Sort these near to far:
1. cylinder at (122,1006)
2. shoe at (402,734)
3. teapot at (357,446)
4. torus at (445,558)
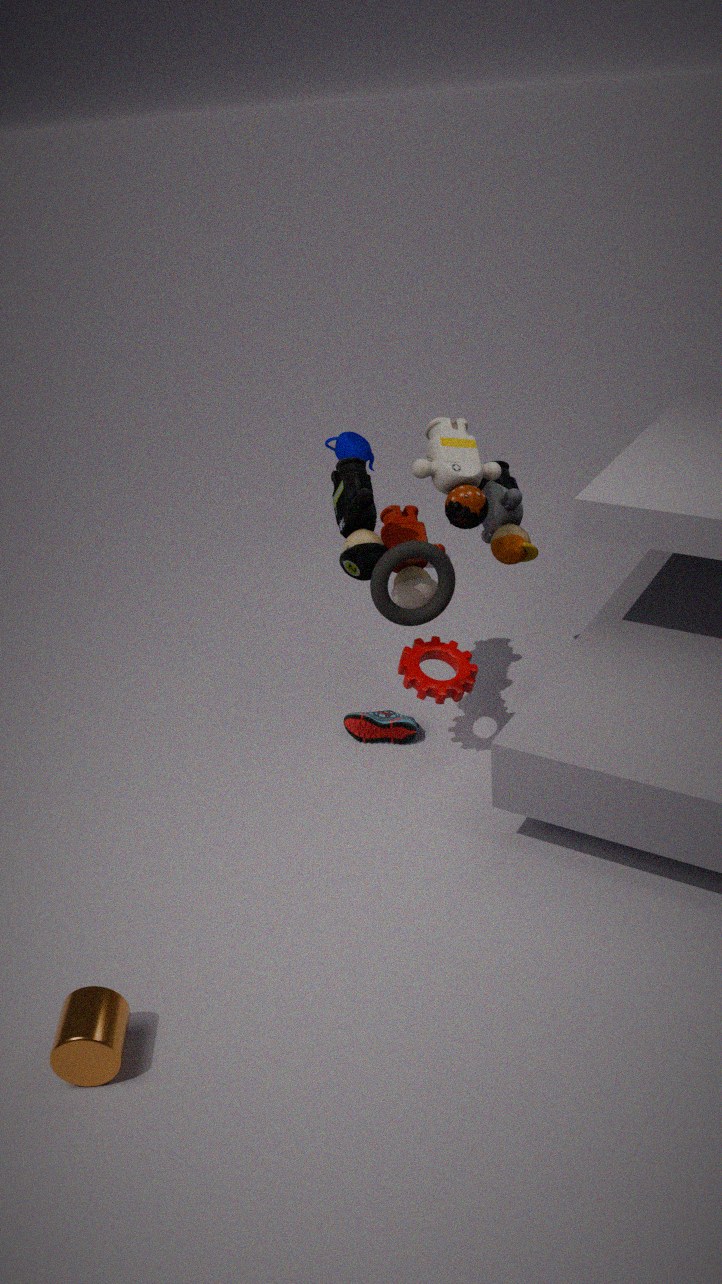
cylinder at (122,1006)
torus at (445,558)
shoe at (402,734)
teapot at (357,446)
